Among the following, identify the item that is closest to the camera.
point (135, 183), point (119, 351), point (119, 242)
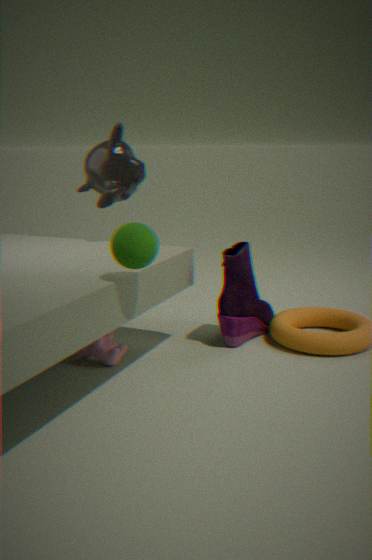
point (119, 242)
